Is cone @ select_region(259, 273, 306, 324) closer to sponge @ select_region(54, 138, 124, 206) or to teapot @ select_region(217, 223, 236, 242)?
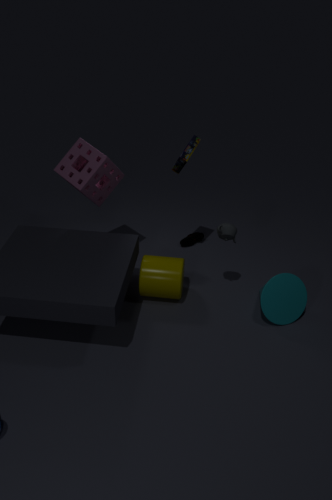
teapot @ select_region(217, 223, 236, 242)
